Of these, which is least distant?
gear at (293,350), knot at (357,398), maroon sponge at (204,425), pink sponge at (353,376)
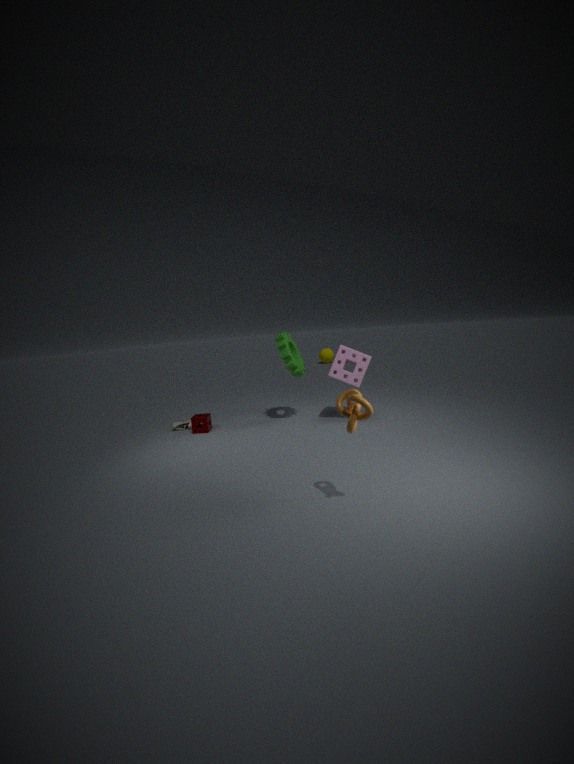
knot at (357,398)
